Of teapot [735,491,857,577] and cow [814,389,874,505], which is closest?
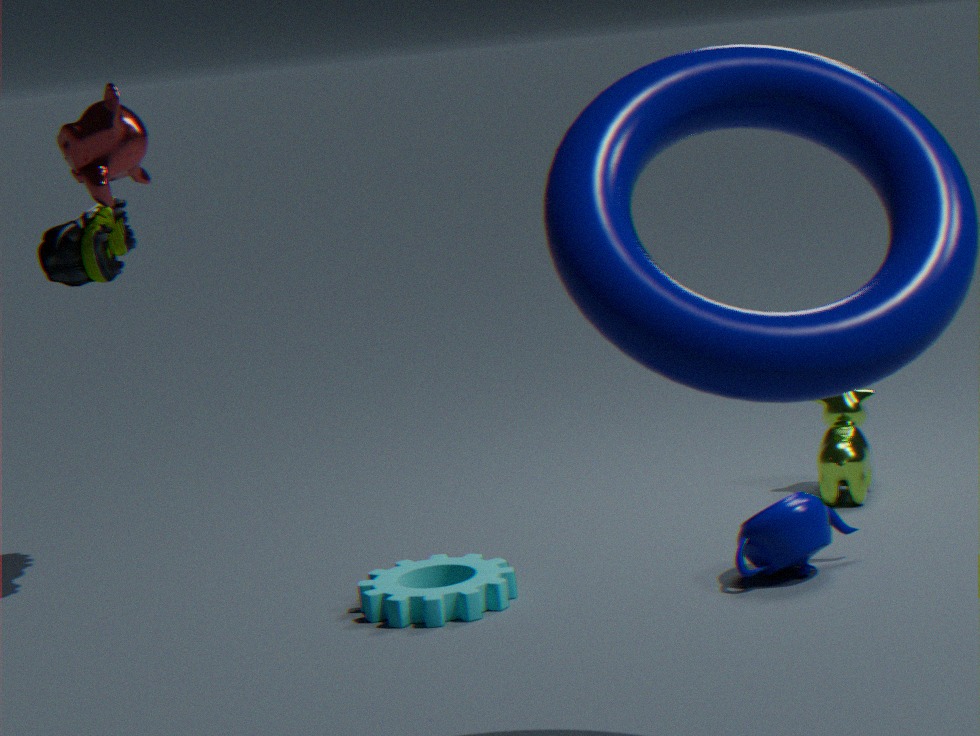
teapot [735,491,857,577]
